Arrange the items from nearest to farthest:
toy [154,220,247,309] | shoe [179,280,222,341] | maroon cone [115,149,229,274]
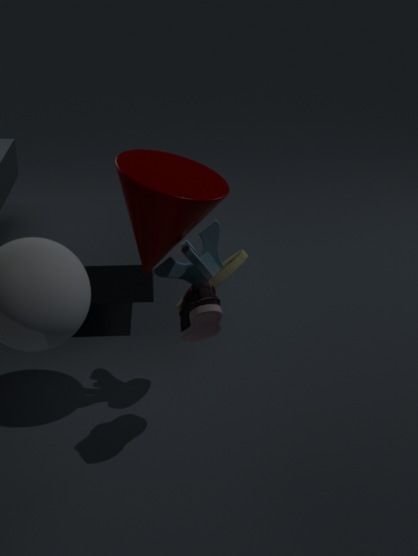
shoe [179,280,222,341] < maroon cone [115,149,229,274] < toy [154,220,247,309]
